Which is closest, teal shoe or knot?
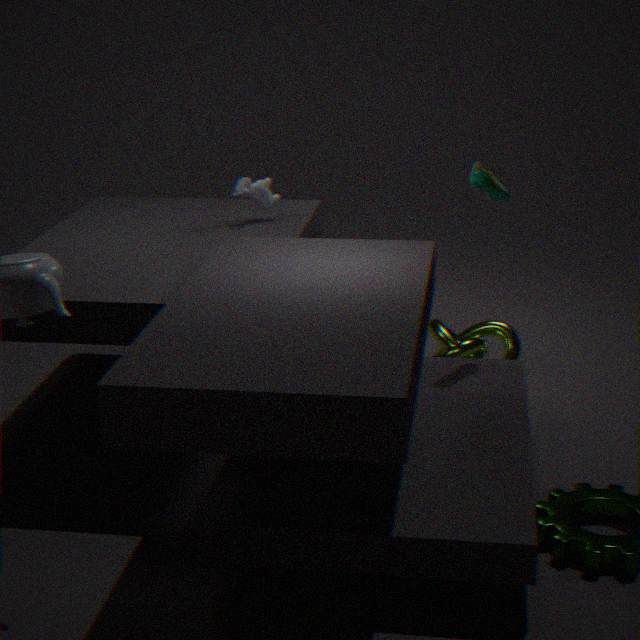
teal shoe
